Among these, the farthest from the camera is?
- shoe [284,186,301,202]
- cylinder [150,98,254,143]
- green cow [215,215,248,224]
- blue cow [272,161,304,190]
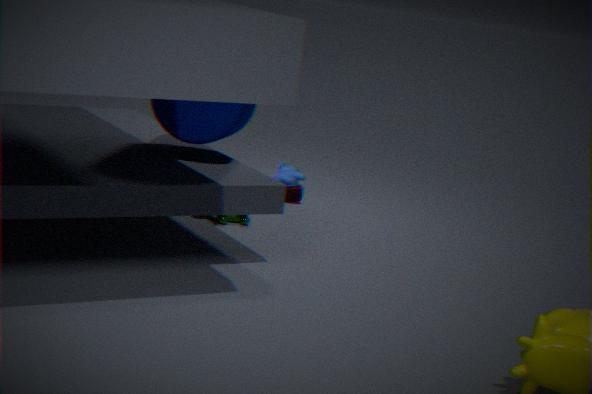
blue cow [272,161,304,190]
